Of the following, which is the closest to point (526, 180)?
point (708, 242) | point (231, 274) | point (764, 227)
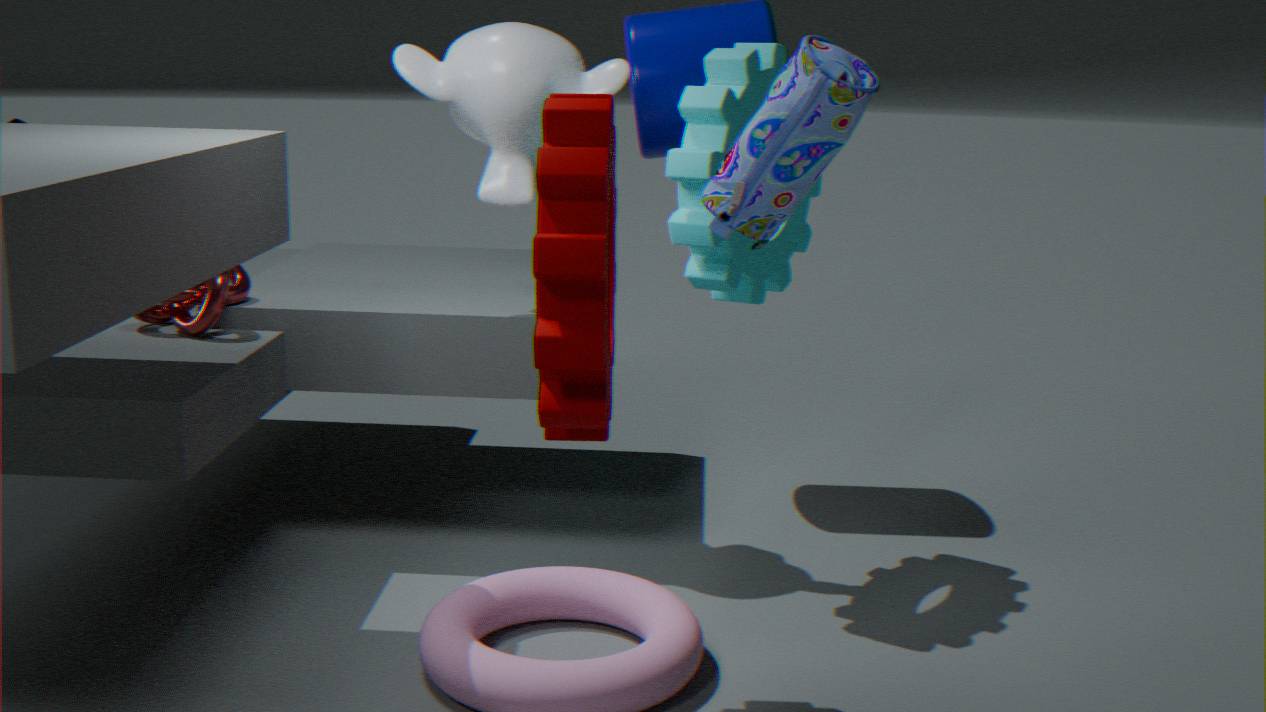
point (708, 242)
